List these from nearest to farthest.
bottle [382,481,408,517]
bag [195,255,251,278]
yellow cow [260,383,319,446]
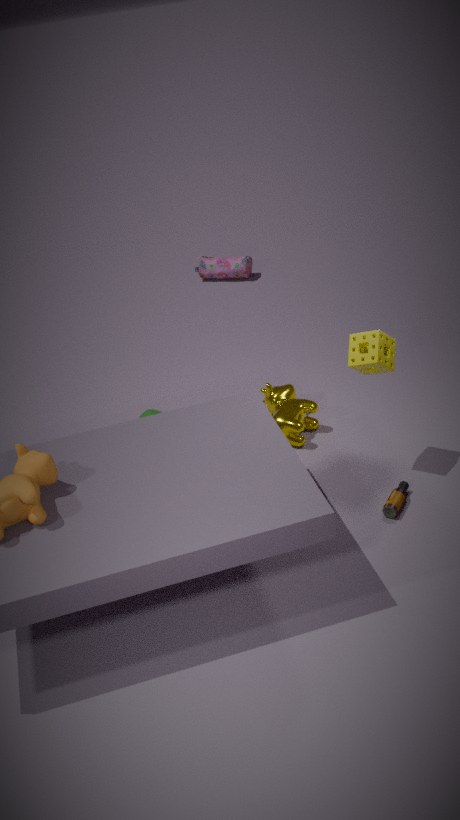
bottle [382,481,408,517] → yellow cow [260,383,319,446] → bag [195,255,251,278]
